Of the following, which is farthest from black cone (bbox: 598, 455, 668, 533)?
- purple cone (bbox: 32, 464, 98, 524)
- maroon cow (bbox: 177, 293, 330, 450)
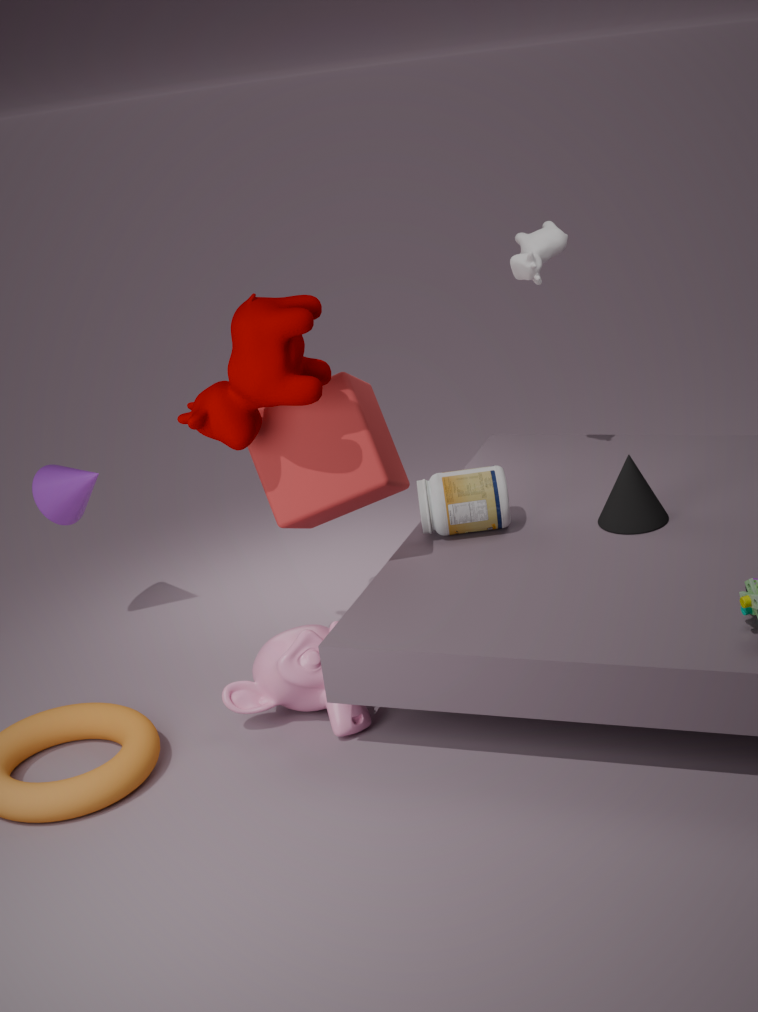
purple cone (bbox: 32, 464, 98, 524)
